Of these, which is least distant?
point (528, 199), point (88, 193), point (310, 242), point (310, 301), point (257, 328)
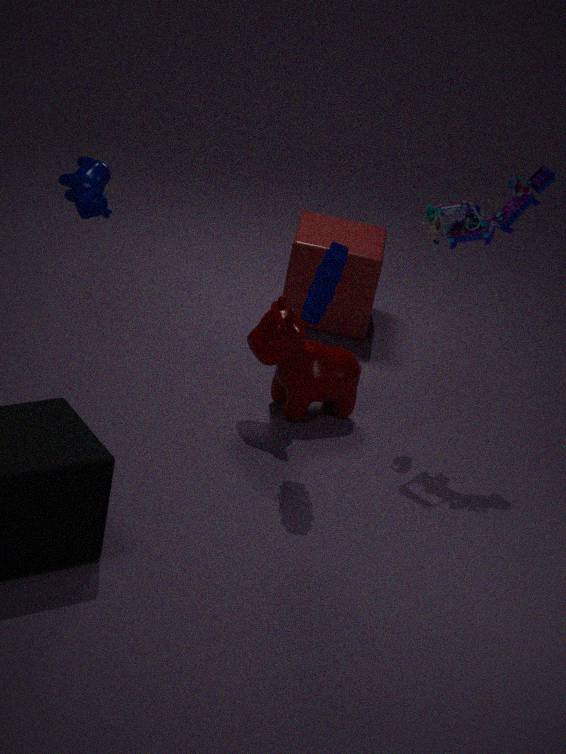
point (88, 193)
